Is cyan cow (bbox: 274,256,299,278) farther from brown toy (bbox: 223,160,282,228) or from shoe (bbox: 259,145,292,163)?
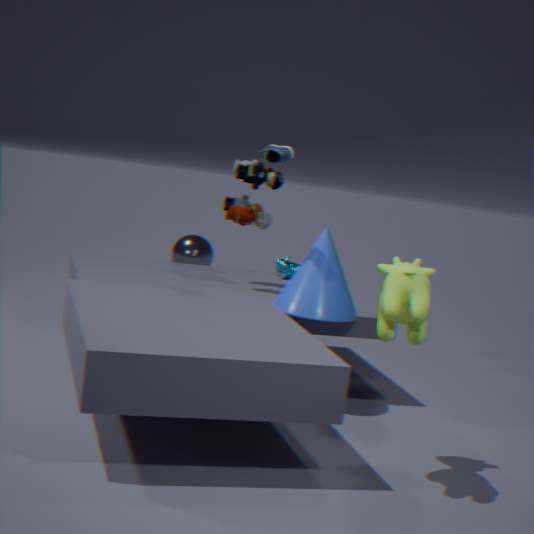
shoe (bbox: 259,145,292,163)
